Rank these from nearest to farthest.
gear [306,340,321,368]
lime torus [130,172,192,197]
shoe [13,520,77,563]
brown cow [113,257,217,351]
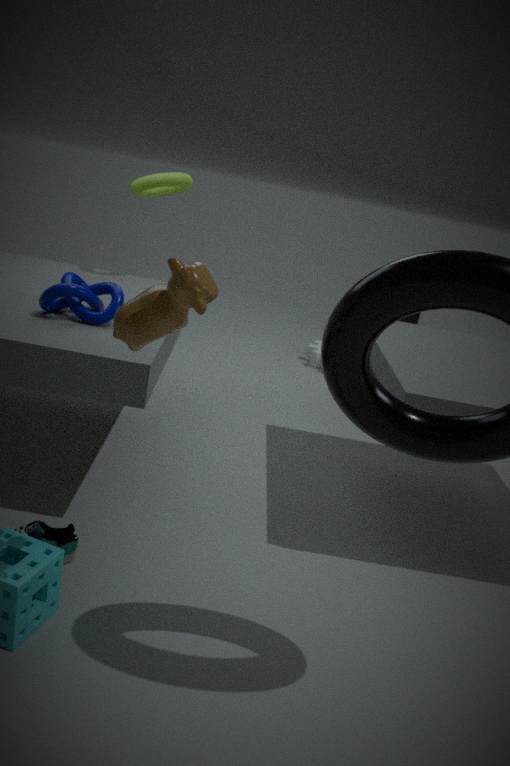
1. brown cow [113,257,217,351]
2. shoe [13,520,77,563]
3. lime torus [130,172,192,197]
4. gear [306,340,321,368]
